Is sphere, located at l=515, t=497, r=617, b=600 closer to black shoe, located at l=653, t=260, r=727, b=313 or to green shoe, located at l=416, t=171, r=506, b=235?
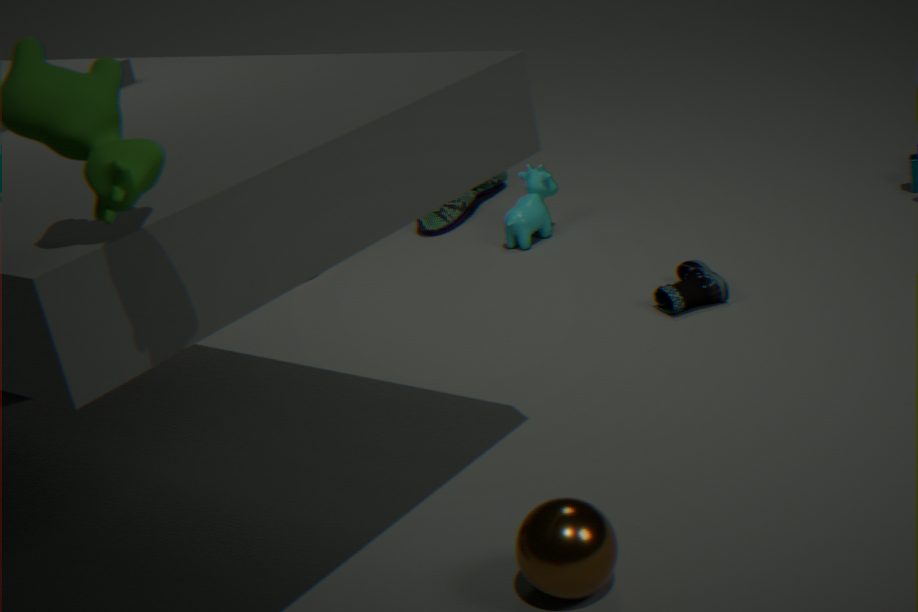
black shoe, located at l=653, t=260, r=727, b=313
